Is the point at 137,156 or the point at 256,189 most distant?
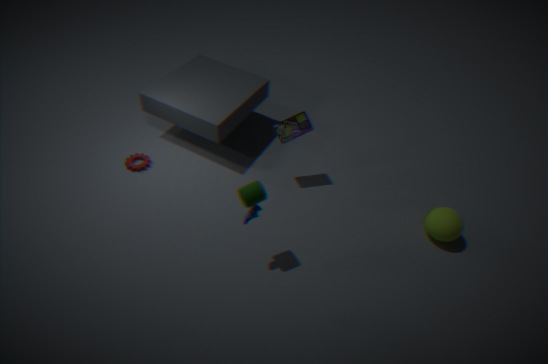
the point at 137,156
